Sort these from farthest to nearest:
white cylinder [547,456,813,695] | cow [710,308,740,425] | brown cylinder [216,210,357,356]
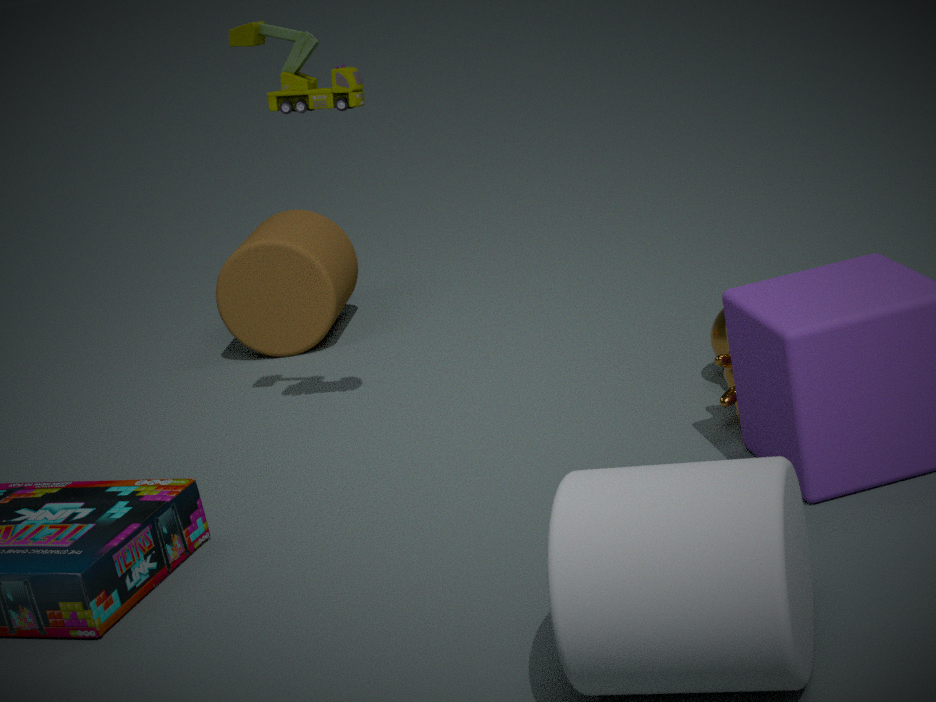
brown cylinder [216,210,357,356], cow [710,308,740,425], white cylinder [547,456,813,695]
